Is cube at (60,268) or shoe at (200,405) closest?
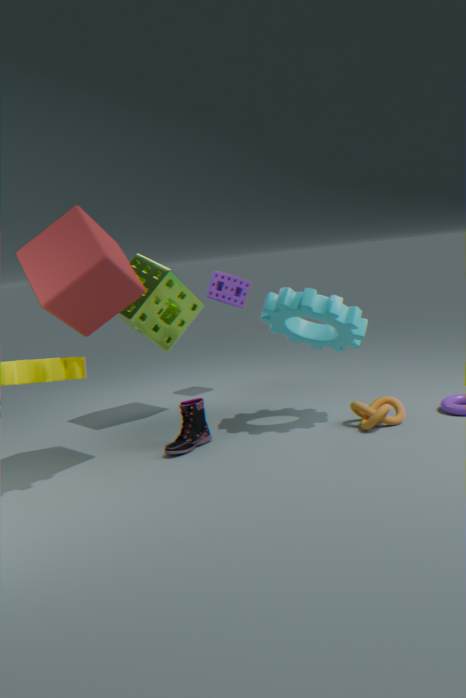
cube at (60,268)
